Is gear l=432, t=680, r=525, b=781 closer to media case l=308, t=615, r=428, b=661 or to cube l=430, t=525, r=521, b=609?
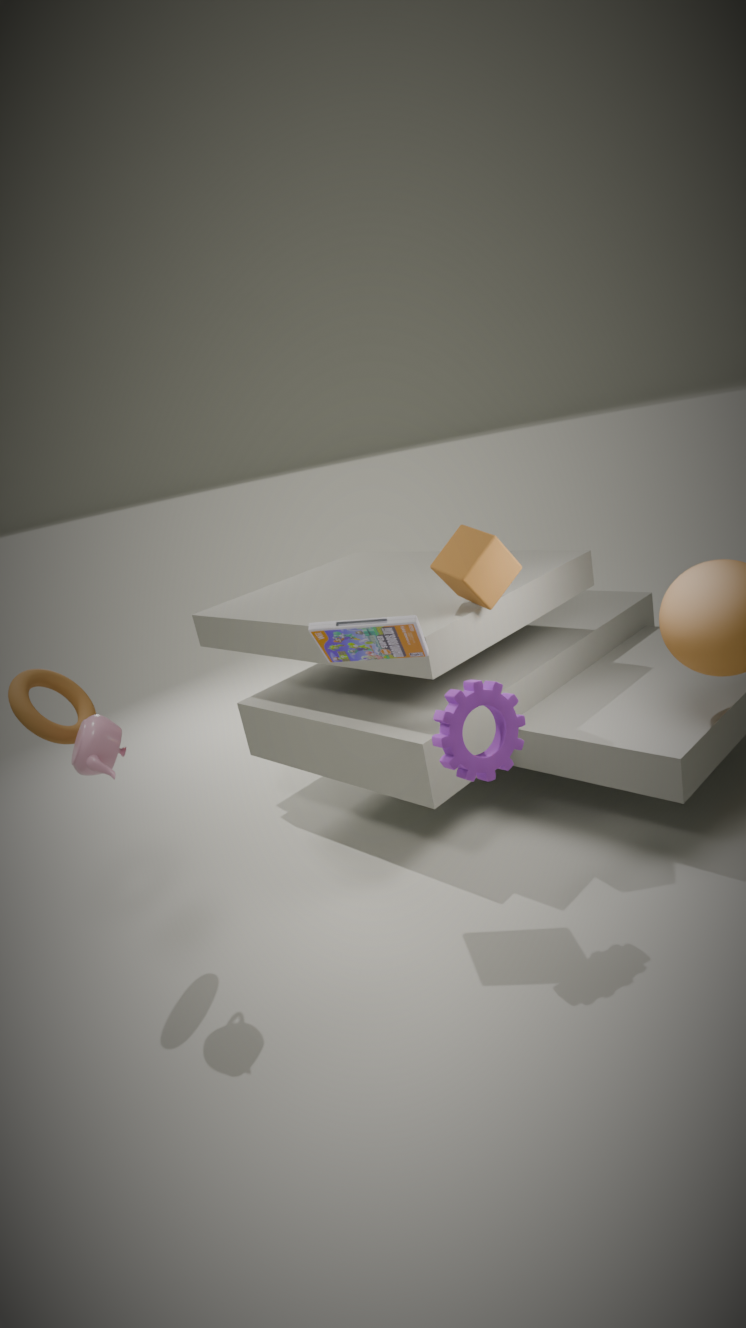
media case l=308, t=615, r=428, b=661
